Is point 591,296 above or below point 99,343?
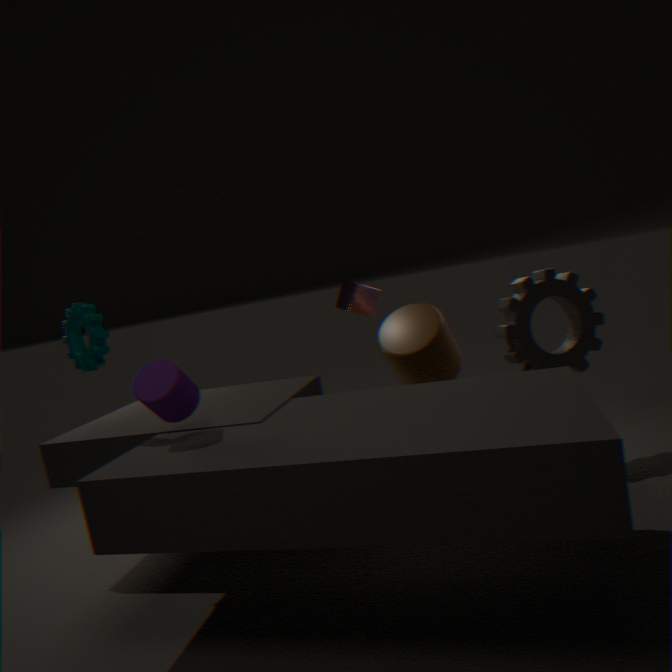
below
